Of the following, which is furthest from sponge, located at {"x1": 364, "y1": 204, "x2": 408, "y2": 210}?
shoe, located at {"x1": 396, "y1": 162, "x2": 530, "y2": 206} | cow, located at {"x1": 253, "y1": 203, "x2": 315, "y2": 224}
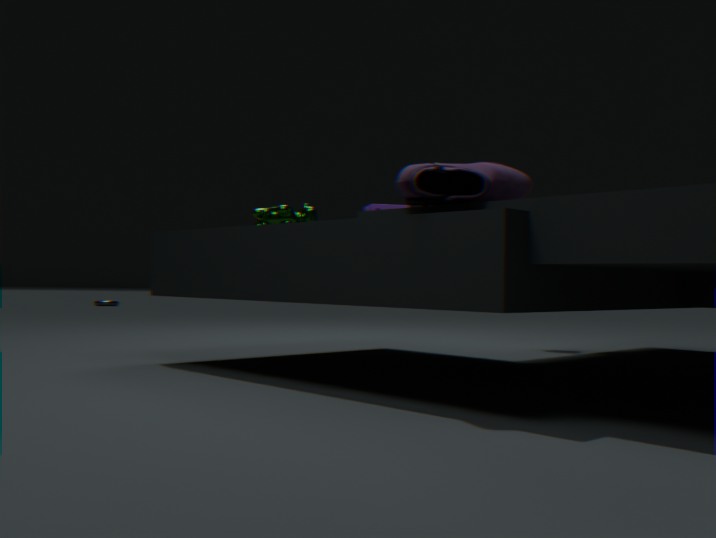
shoe, located at {"x1": 396, "y1": 162, "x2": 530, "y2": 206}
